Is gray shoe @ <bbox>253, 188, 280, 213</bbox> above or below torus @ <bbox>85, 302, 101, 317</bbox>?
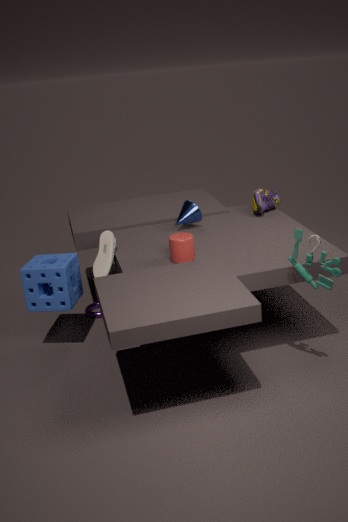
above
